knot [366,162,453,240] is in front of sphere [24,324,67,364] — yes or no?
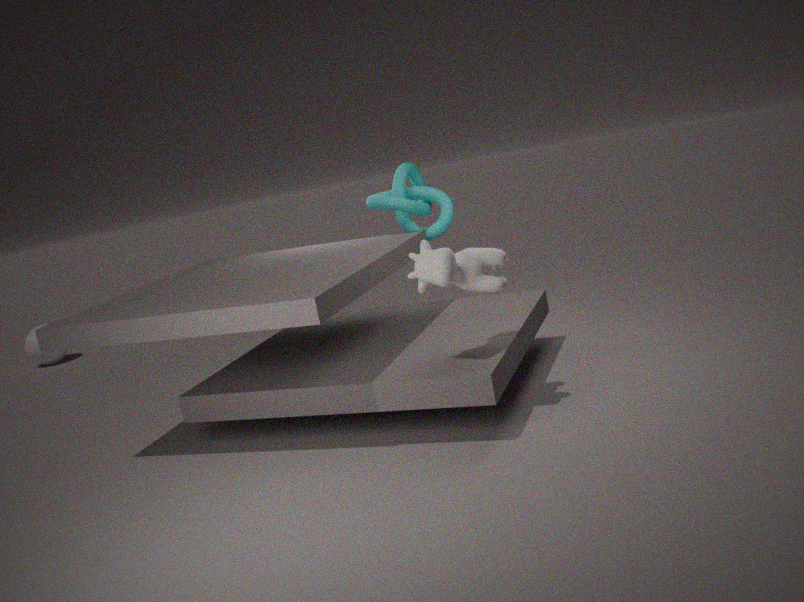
Yes
